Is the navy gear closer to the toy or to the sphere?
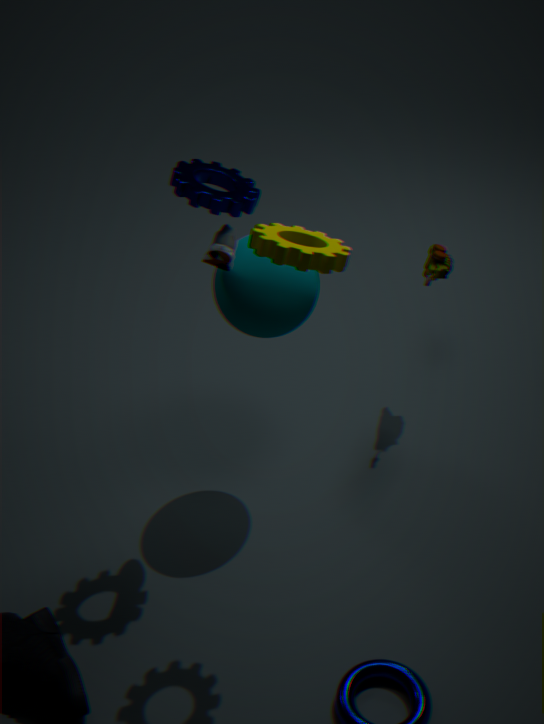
the sphere
